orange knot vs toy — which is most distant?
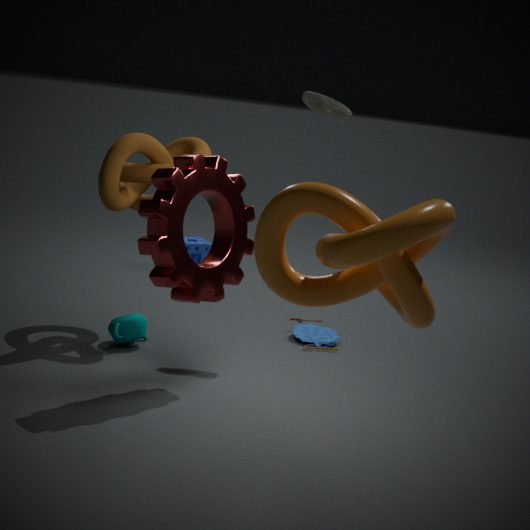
toy
